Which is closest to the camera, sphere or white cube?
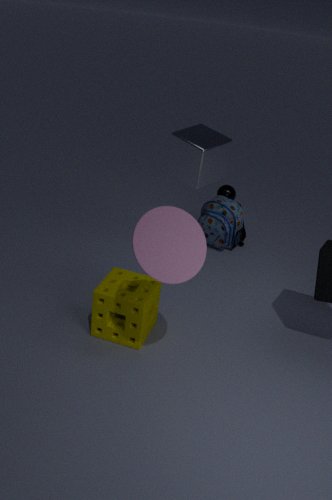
white cube
